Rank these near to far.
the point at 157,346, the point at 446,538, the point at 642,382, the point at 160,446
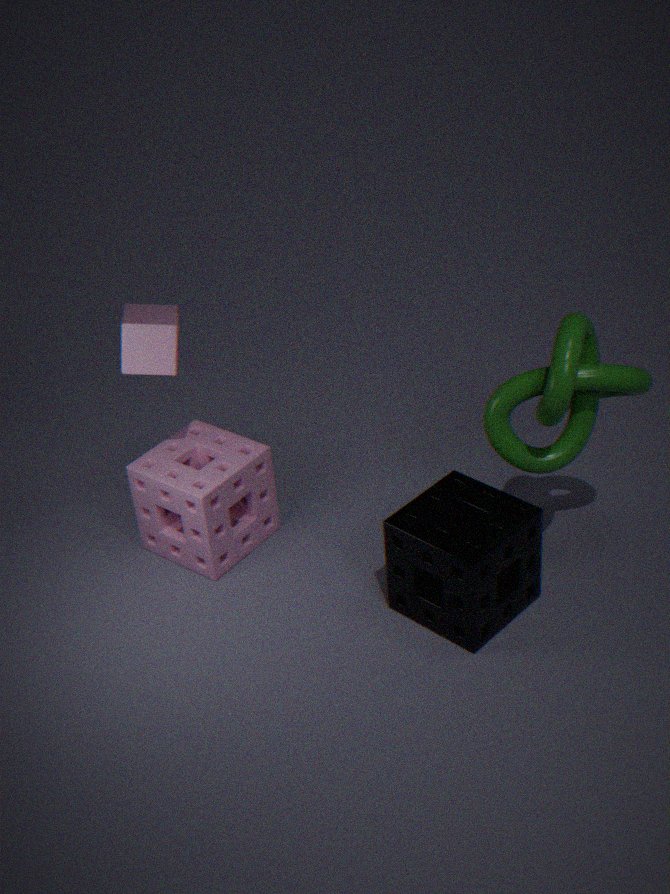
the point at 642,382, the point at 446,538, the point at 157,346, the point at 160,446
